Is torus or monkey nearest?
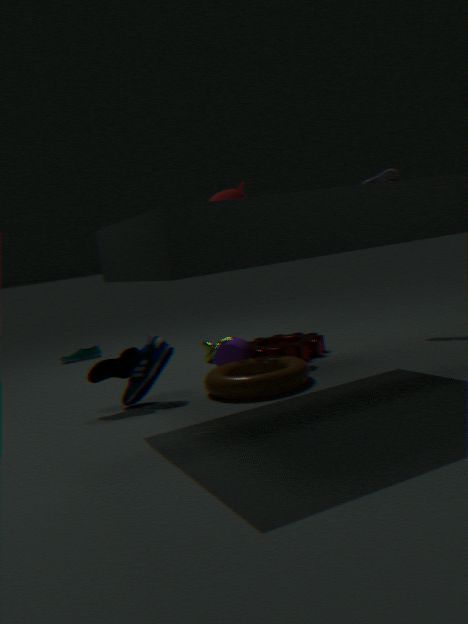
torus
